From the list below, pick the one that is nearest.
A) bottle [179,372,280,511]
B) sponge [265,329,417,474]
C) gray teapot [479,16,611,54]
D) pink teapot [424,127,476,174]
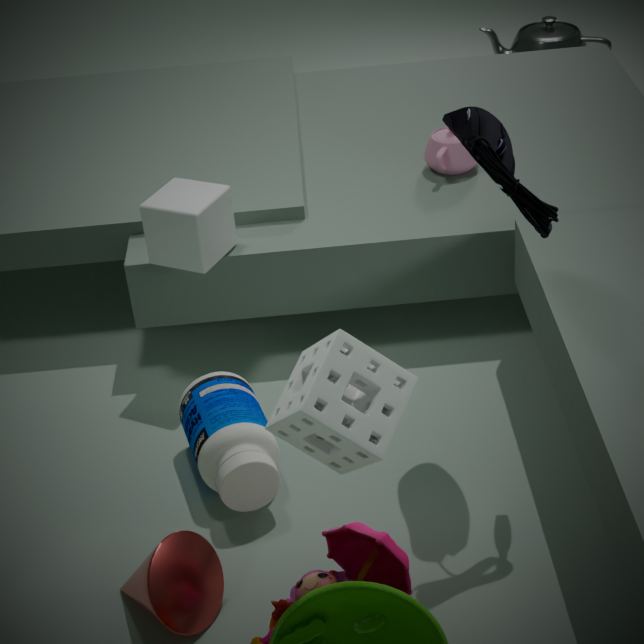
sponge [265,329,417,474]
